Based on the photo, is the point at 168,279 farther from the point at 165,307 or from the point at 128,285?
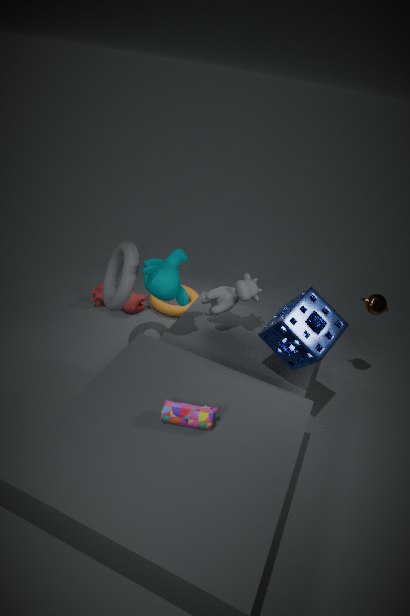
the point at 165,307
